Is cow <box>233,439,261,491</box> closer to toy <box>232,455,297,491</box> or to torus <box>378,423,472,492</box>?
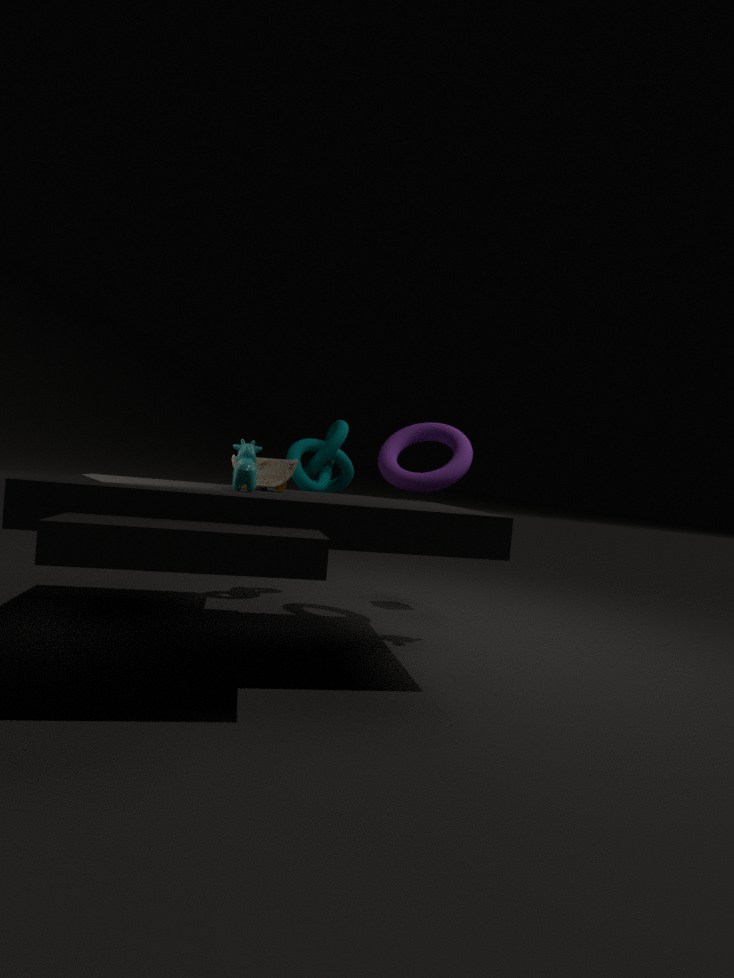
toy <box>232,455,297,491</box>
